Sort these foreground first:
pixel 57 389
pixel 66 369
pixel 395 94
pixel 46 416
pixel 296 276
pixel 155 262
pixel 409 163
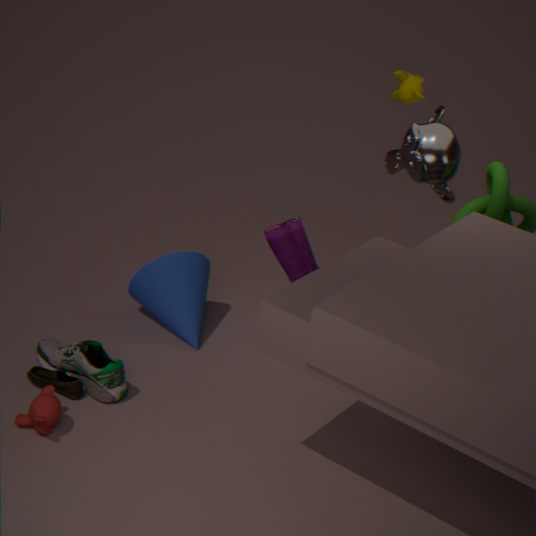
pixel 46 416
pixel 57 389
pixel 66 369
pixel 296 276
pixel 155 262
pixel 409 163
pixel 395 94
